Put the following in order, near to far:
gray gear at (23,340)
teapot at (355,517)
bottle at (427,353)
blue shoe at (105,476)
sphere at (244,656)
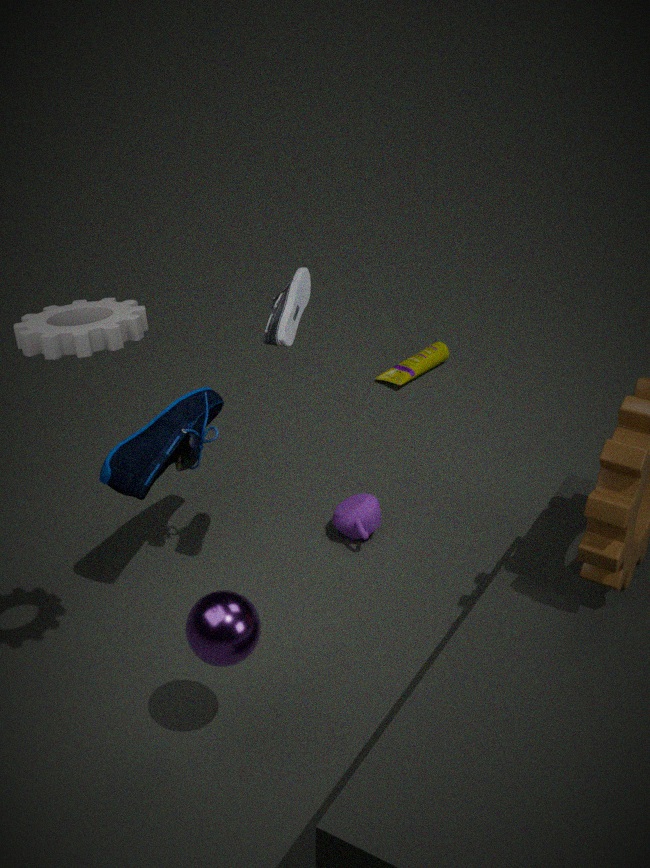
gray gear at (23,340), sphere at (244,656), blue shoe at (105,476), teapot at (355,517), bottle at (427,353)
